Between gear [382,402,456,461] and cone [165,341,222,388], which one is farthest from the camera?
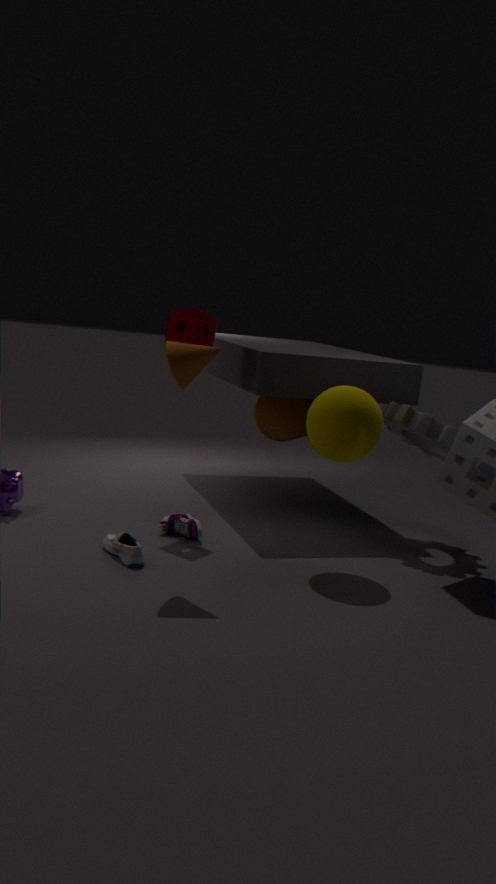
gear [382,402,456,461]
